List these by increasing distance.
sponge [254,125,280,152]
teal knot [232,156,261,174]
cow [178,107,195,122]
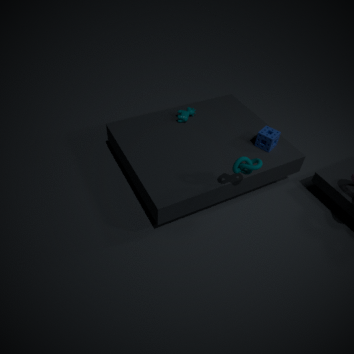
teal knot [232,156,261,174] < sponge [254,125,280,152] < cow [178,107,195,122]
